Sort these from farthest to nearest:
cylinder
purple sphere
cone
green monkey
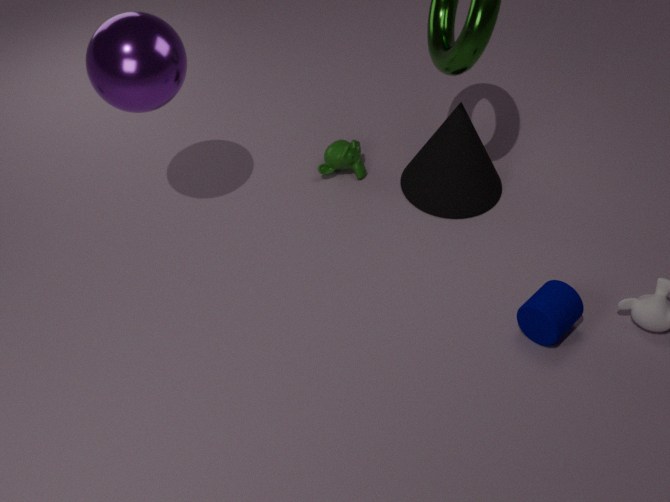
green monkey → cone → cylinder → purple sphere
